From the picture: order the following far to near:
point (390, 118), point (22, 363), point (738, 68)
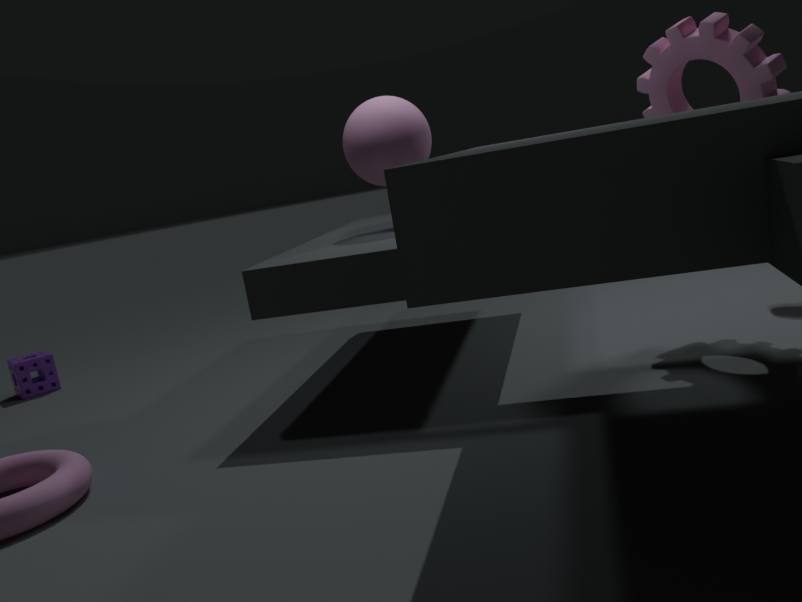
point (22, 363), point (390, 118), point (738, 68)
